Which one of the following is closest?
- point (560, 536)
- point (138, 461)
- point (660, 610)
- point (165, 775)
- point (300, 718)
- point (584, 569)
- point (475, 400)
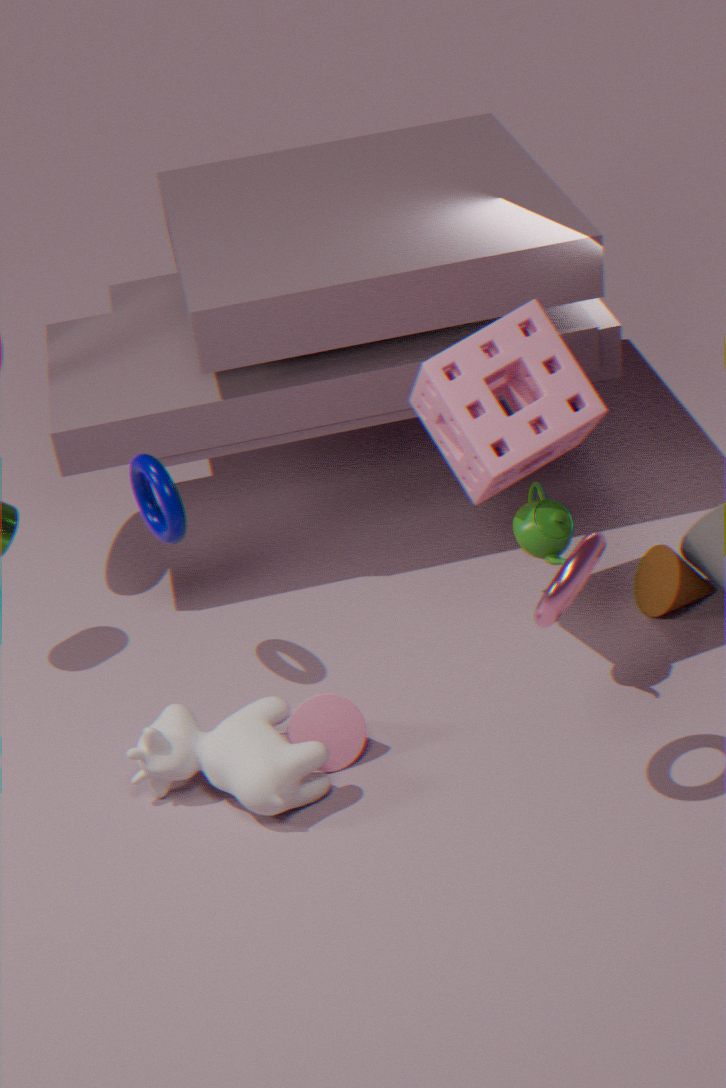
point (584, 569)
